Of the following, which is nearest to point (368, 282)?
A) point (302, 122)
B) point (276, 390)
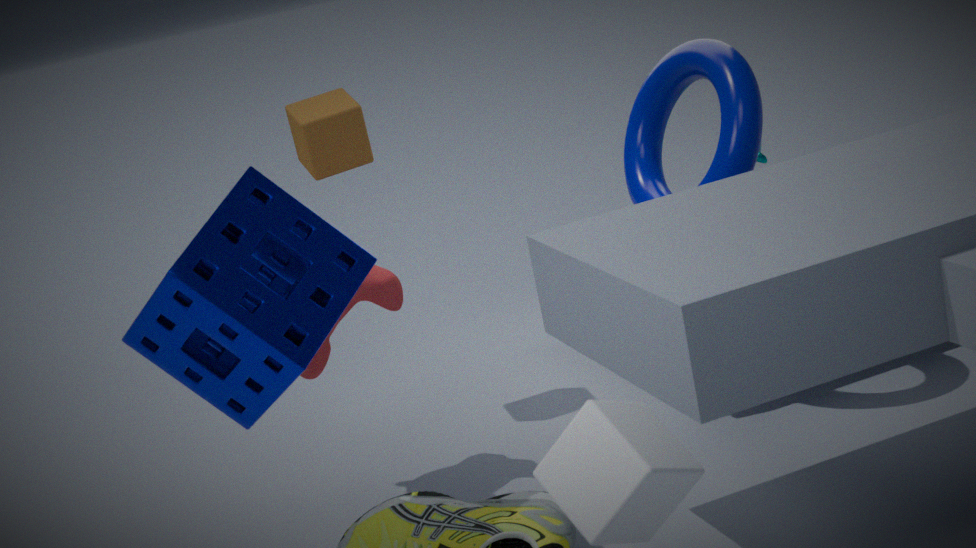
point (276, 390)
